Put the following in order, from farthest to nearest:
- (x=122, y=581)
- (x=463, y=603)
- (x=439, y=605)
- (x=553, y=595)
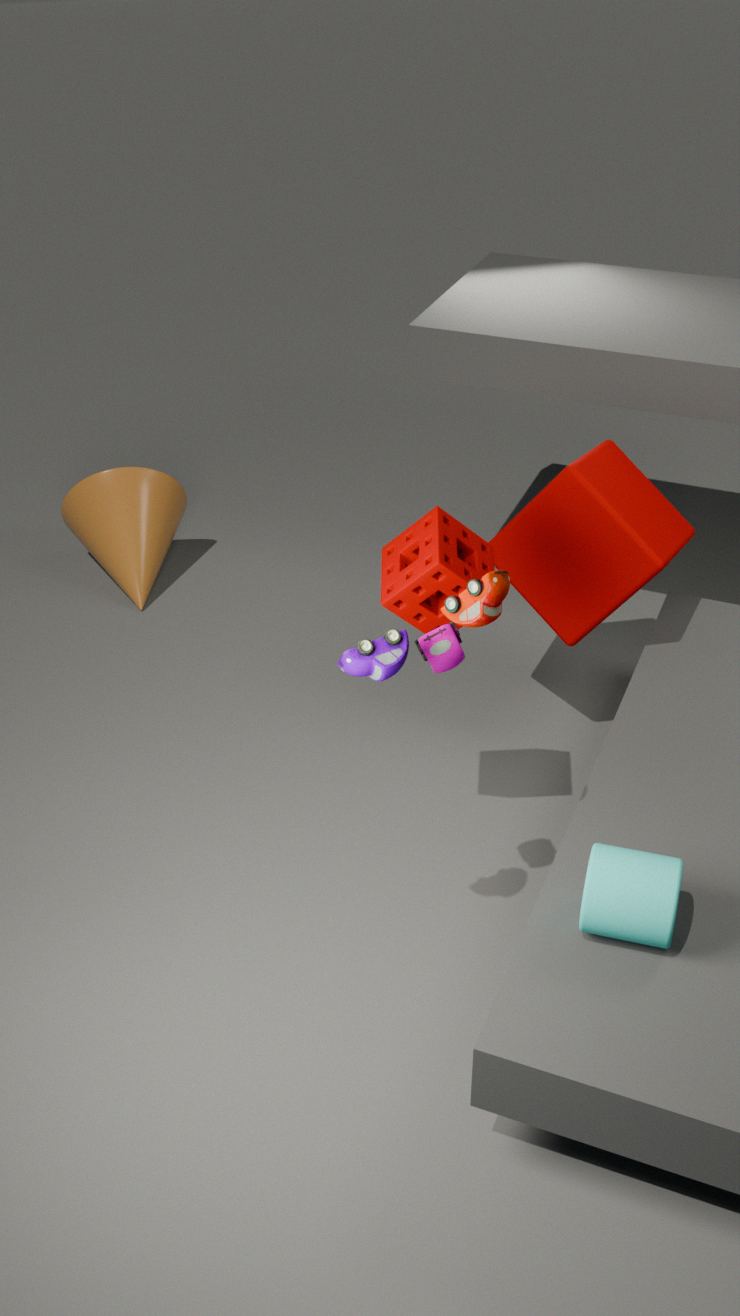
(x=122, y=581) → (x=553, y=595) → (x=439, y=605) → (x=463, y=603)
